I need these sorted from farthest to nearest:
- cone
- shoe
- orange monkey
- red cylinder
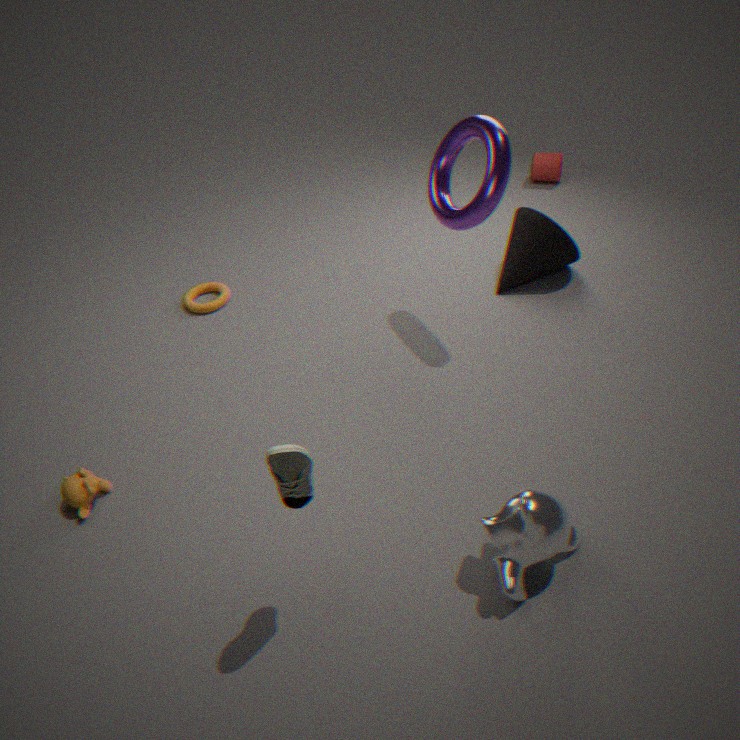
red cylinder → cone → orange monkey → shoe
